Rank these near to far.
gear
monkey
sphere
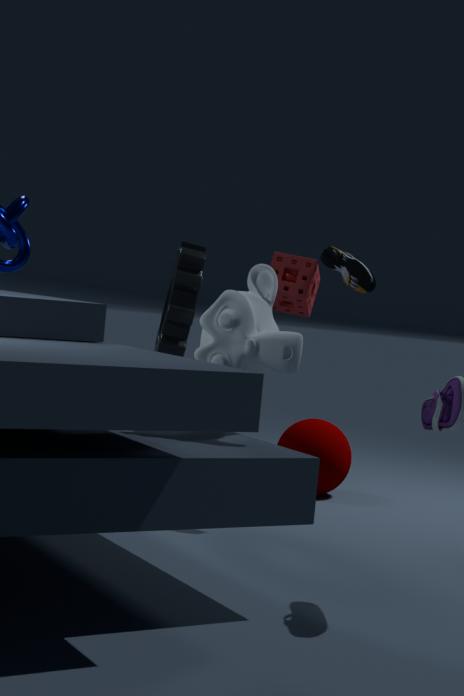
1. monkey
2. gear
3. sphere
